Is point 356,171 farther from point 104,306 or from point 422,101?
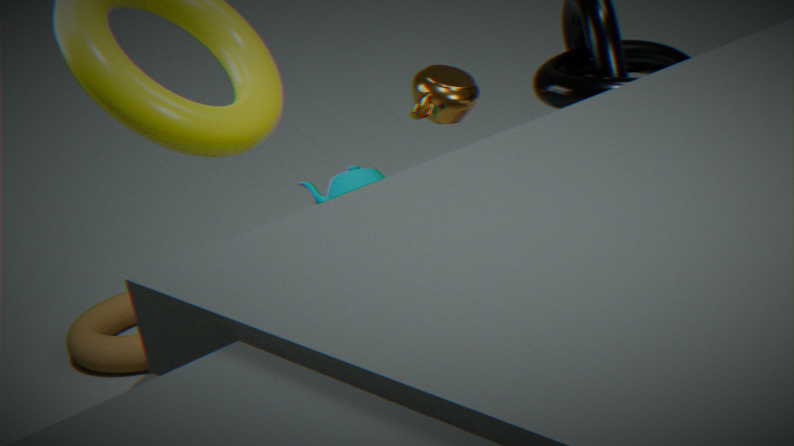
point 104,306
